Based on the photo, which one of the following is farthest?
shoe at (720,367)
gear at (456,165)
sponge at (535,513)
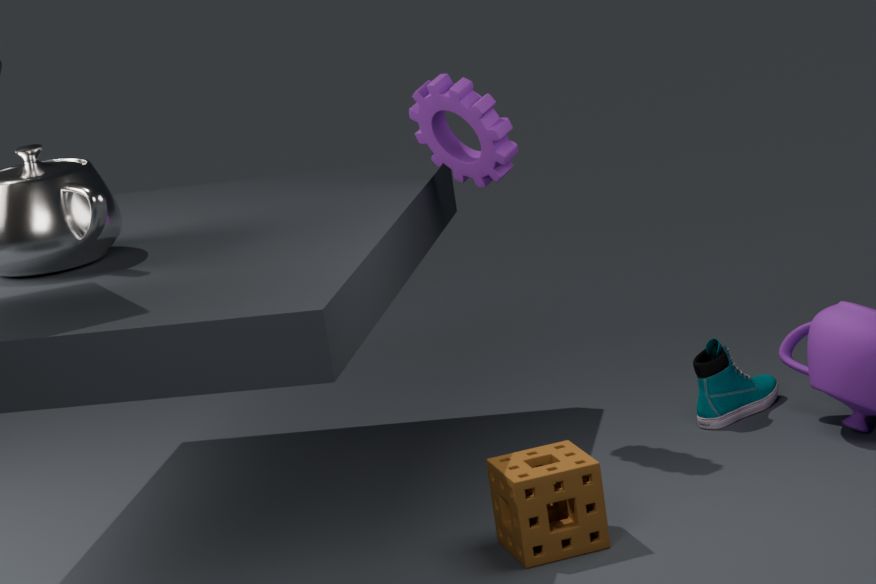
shoe at (720,367)
